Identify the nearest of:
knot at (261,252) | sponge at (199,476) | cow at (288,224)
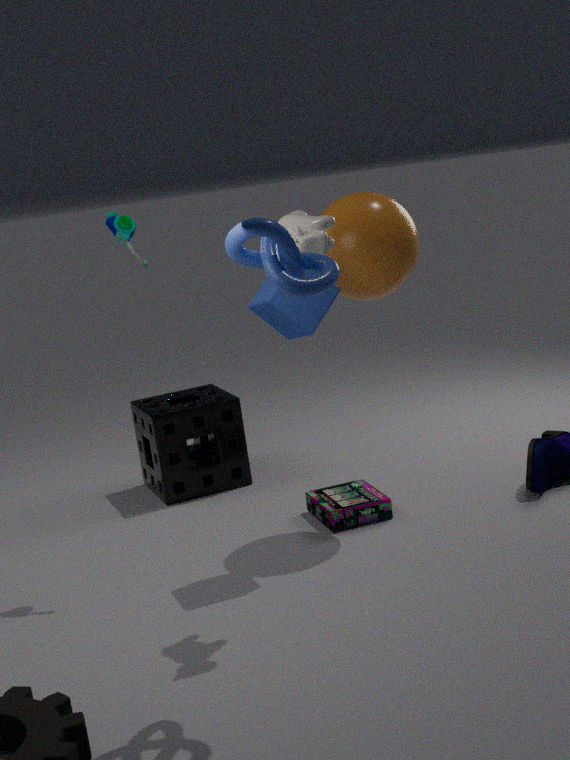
knot at (261,252)
